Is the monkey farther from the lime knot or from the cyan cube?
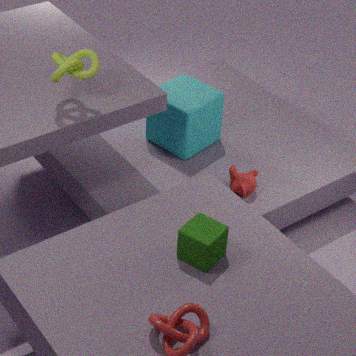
the lime knot
